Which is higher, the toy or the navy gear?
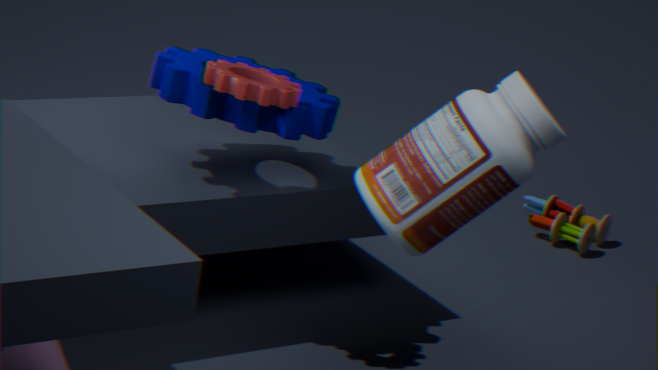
the navy gear
